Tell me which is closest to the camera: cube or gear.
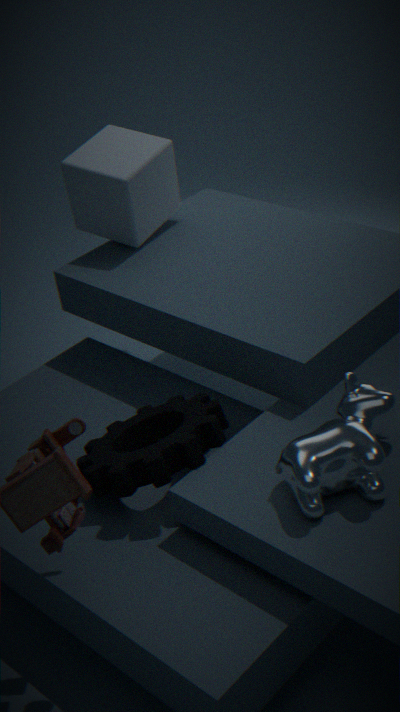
gear
